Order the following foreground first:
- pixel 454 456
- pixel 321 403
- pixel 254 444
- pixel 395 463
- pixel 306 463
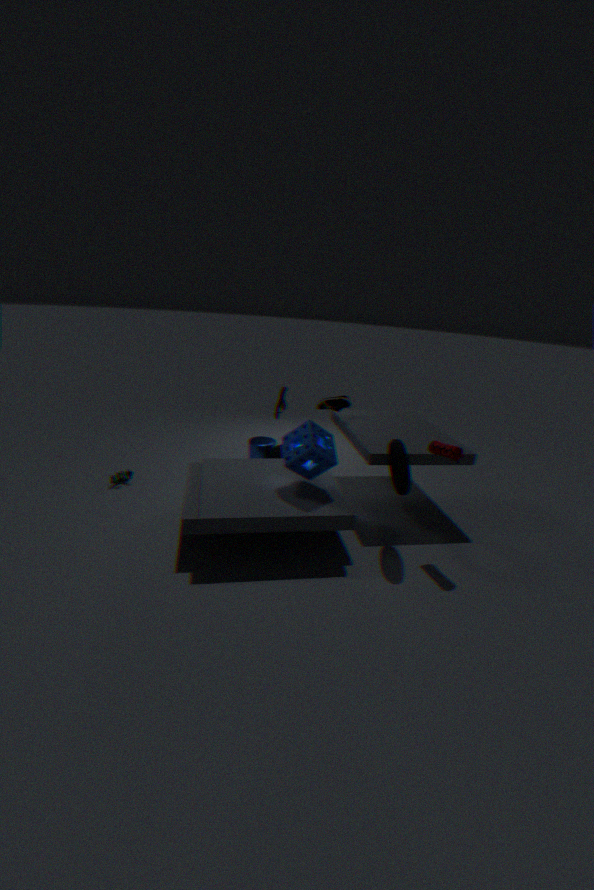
pixel 454 456 → pixel 306 463 → pixel 395 463 → pixel 321 403 → pixel 254 444
